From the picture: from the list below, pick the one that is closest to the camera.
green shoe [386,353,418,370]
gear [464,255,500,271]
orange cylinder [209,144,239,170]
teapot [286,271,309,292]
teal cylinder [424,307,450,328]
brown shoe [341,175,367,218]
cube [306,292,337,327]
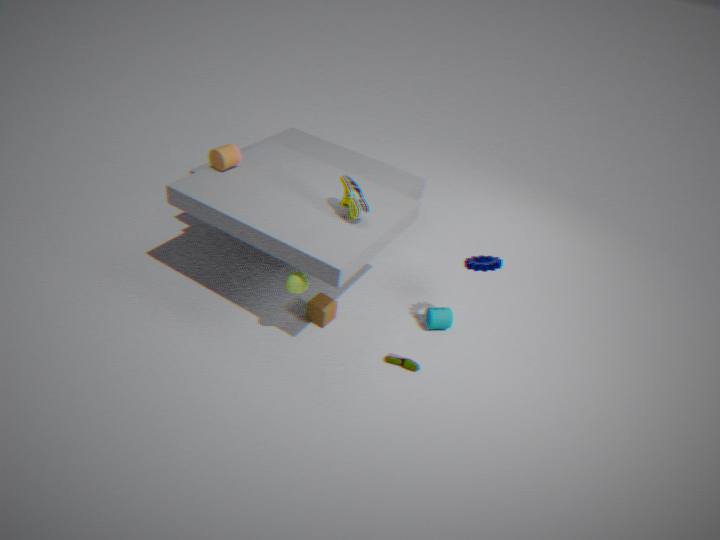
teapot [286,271,309,292]
